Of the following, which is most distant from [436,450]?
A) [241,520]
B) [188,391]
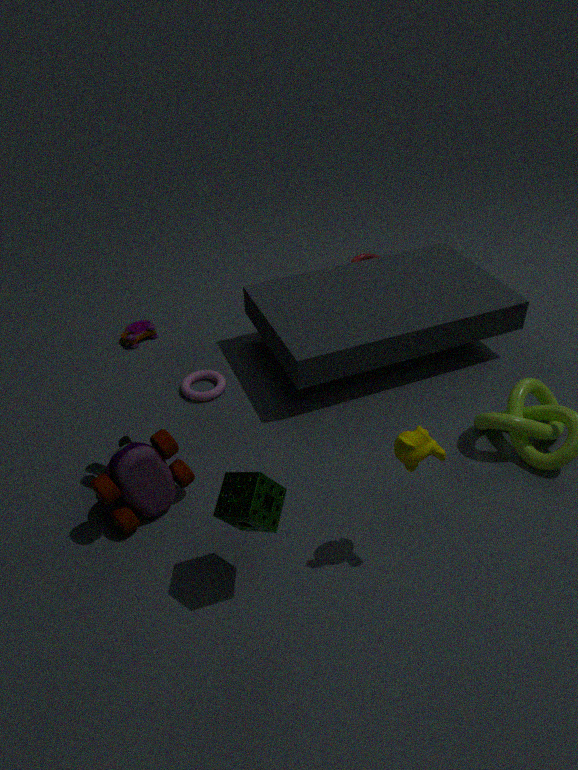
[188,391]
